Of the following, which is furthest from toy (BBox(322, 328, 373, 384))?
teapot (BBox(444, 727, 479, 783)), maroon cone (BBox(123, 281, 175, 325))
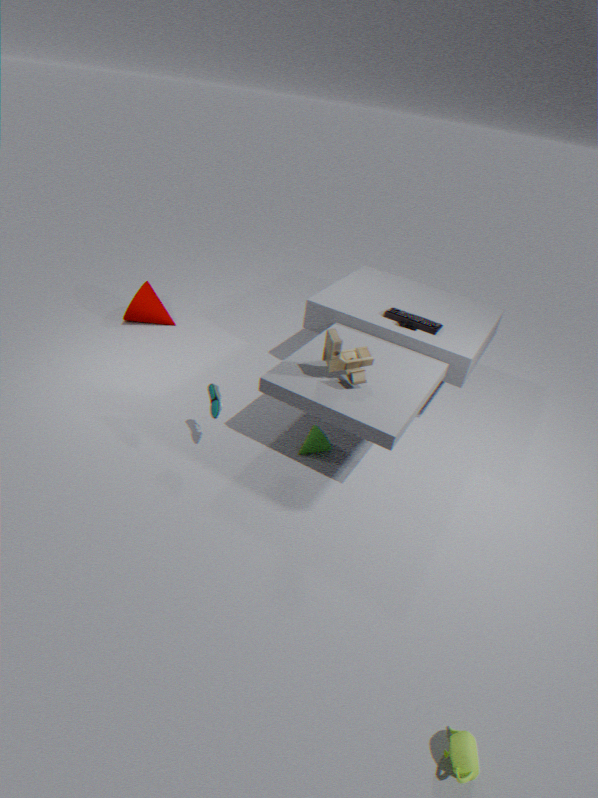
maroon cone (BBox(123, 281, 175, 325))
